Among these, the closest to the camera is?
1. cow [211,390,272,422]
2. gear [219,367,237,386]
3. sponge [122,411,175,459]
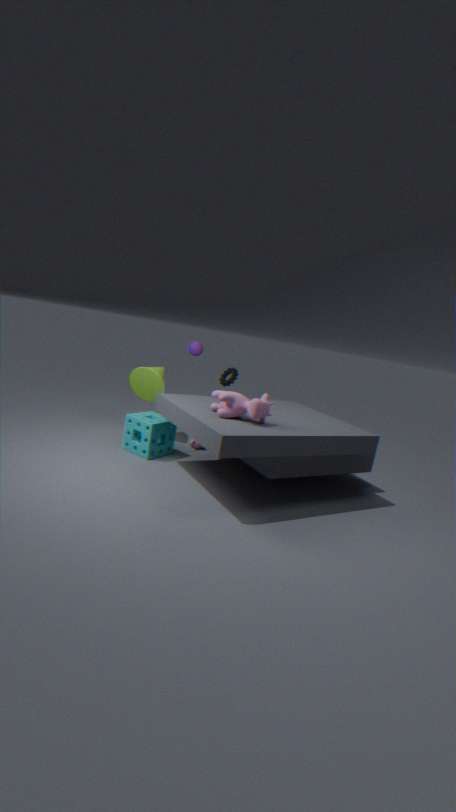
cow [211,390,272,422]
